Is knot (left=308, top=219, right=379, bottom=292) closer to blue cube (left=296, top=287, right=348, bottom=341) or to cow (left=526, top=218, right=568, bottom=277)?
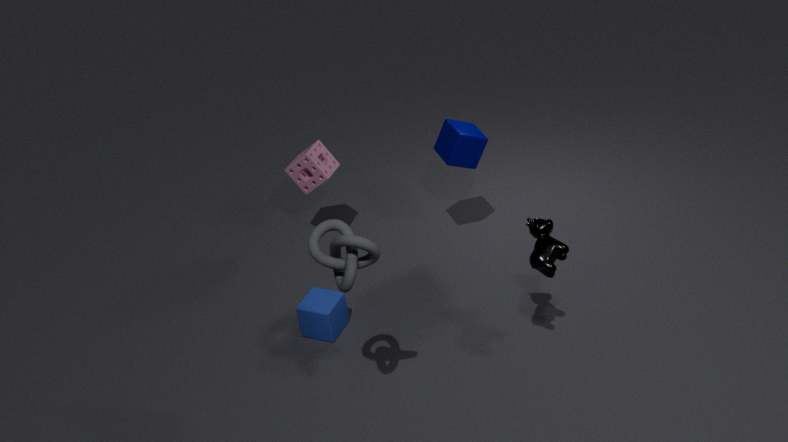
cow (left=526, top=218, right=568, bottom=277)
